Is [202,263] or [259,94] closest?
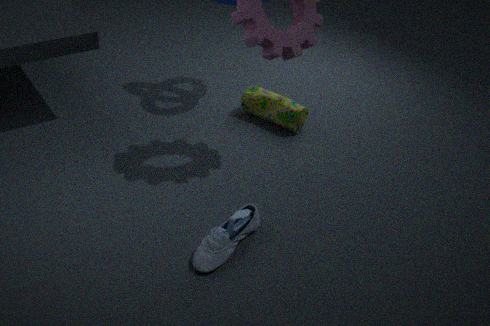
[202,263]
